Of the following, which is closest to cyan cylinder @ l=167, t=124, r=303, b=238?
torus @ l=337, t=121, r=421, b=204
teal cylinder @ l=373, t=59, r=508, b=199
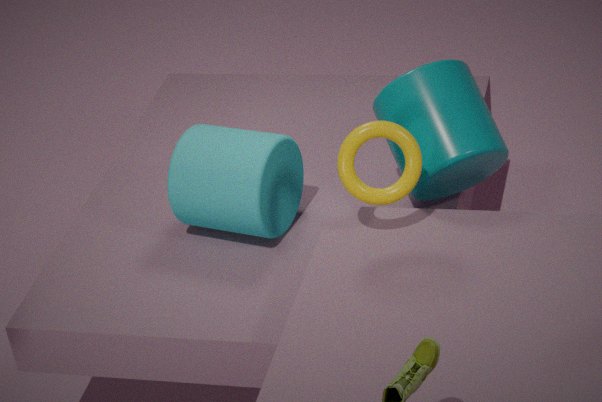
teal cylinder @ l=373, t=59, r=508, b=199
